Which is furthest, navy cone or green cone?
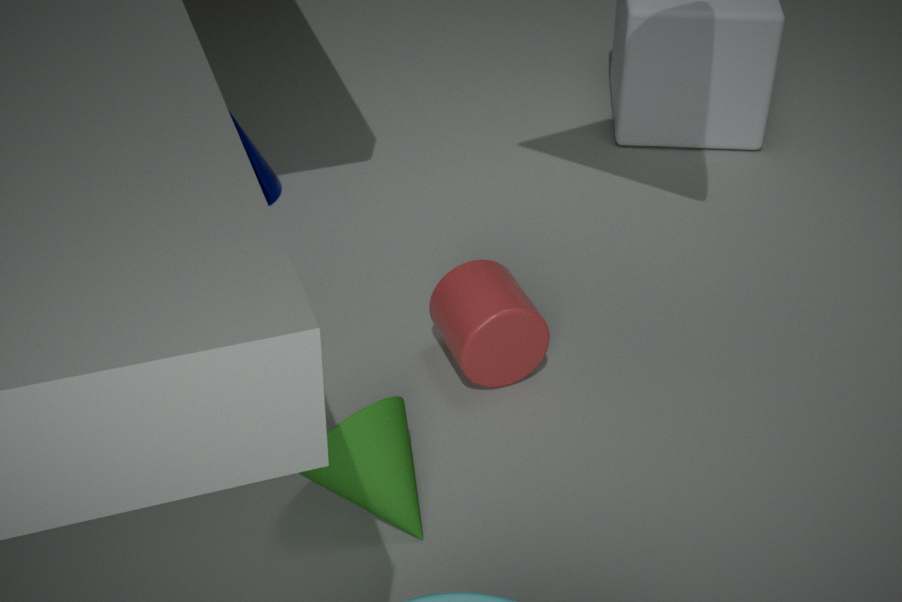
navy cone
